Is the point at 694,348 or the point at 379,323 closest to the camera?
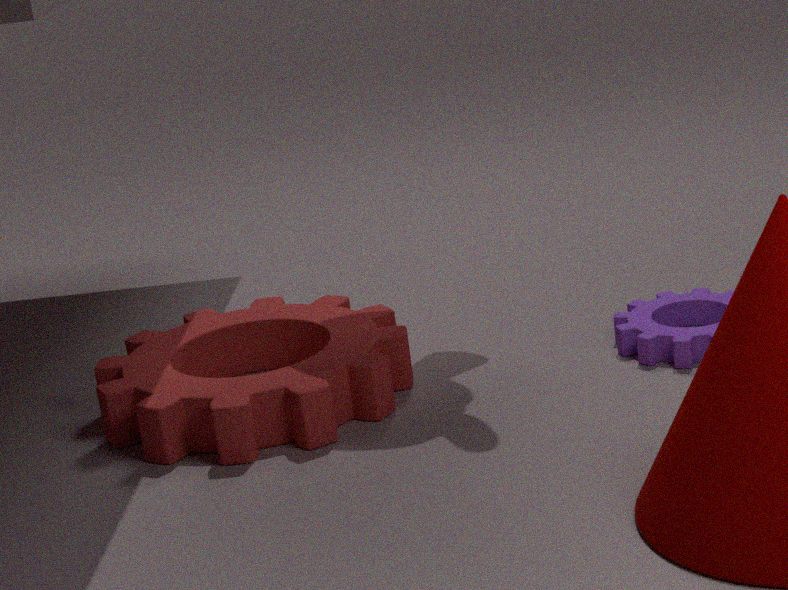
the point at 694,348
